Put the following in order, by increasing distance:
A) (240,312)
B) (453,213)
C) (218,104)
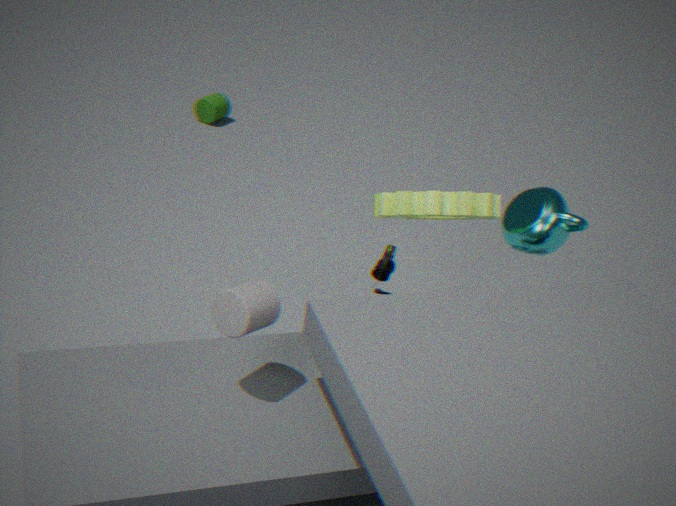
1. (240,312)
2. (453,213)
3. (218,104)
